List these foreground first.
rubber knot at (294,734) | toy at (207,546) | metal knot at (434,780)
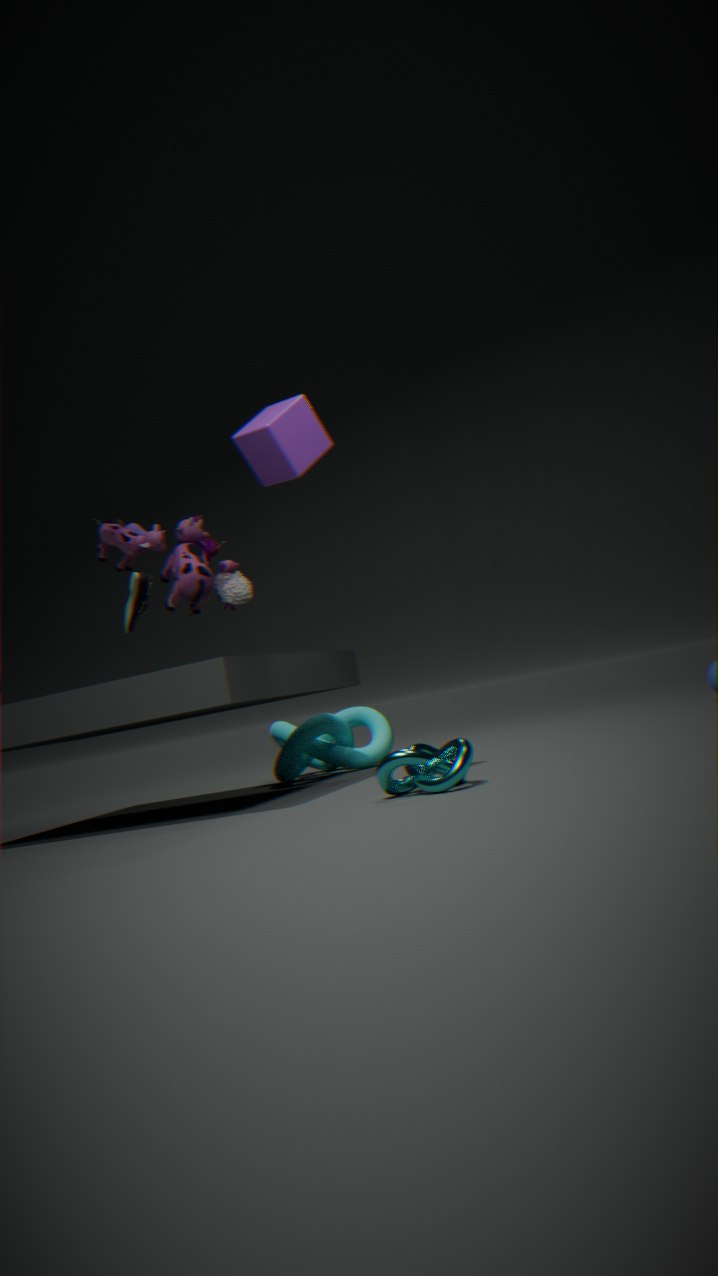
metal knot at (434,780) < toy at (207,546) < rubber knot at (294,734)
